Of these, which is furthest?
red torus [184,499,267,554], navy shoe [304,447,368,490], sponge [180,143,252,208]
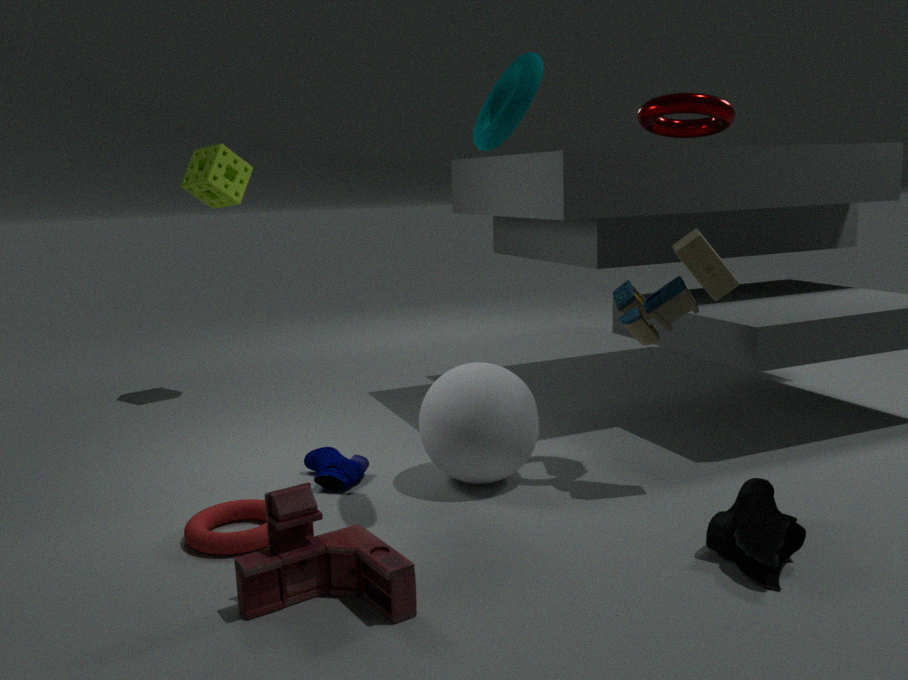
sponge [180,143,252,208]
